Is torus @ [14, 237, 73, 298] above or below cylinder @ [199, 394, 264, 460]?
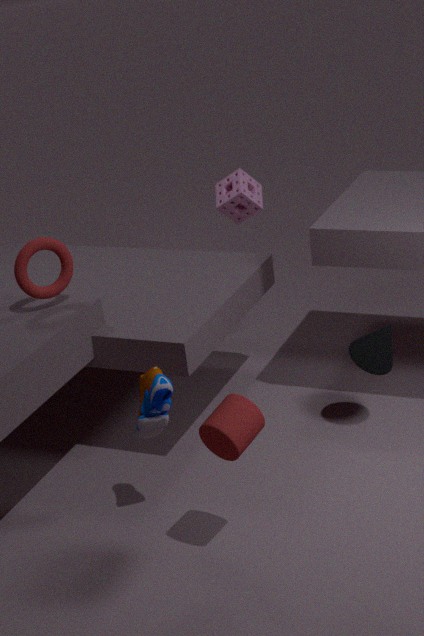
above
